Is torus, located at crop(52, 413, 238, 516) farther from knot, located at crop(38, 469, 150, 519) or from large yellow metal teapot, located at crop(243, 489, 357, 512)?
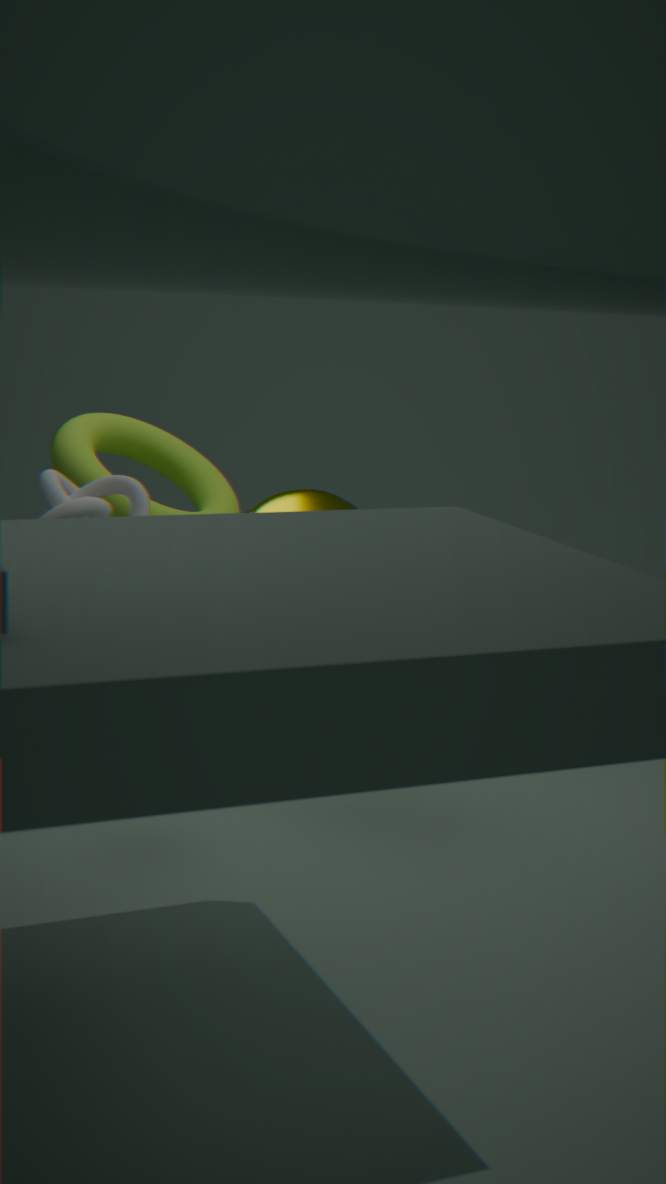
knot, located at crop(38, 469, 150, 519)
